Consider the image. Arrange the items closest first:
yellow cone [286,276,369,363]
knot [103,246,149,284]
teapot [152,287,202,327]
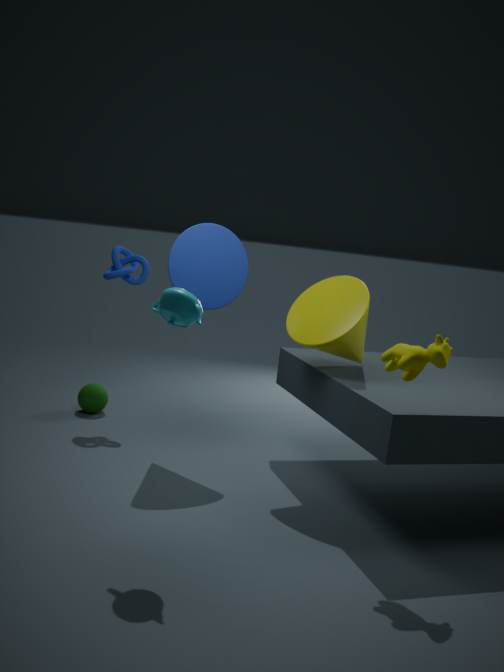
teapot [152,287,202,327] → yellow cone [286,276,369,363] → knot [103,246,149,284]
